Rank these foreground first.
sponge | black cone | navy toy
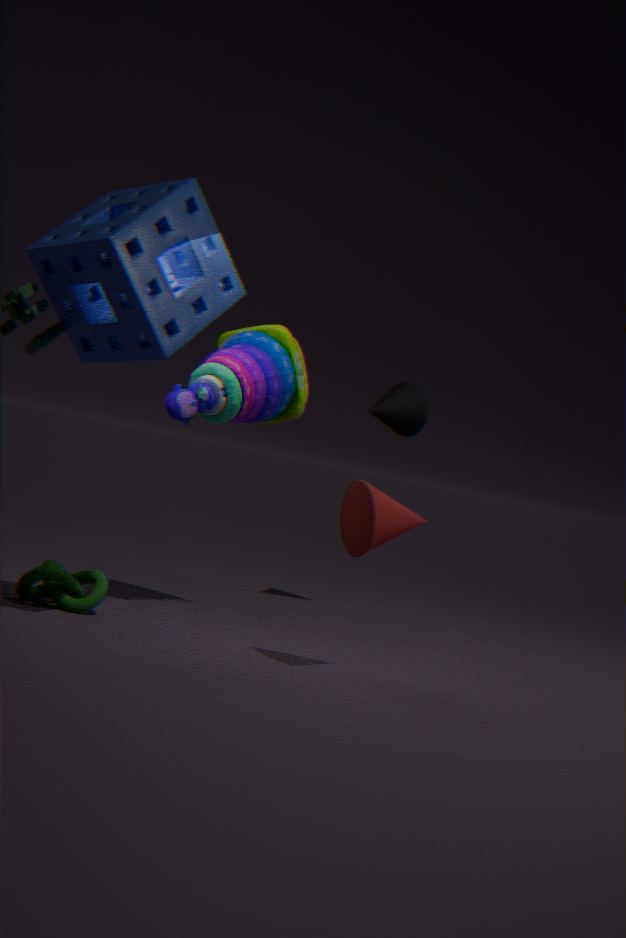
sponge < navy toy < black cone
